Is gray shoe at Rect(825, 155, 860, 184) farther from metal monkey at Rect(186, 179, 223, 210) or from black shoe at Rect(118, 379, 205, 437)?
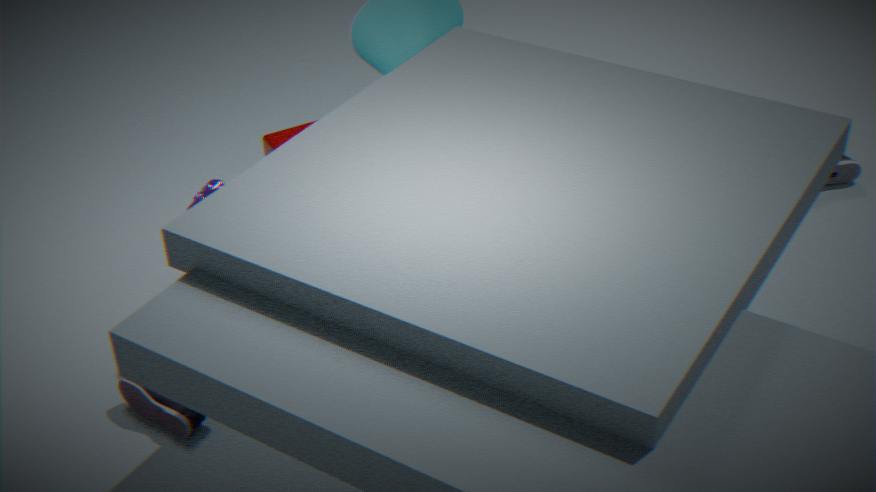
black shoe at Rect(118, 379, 205, 437)
